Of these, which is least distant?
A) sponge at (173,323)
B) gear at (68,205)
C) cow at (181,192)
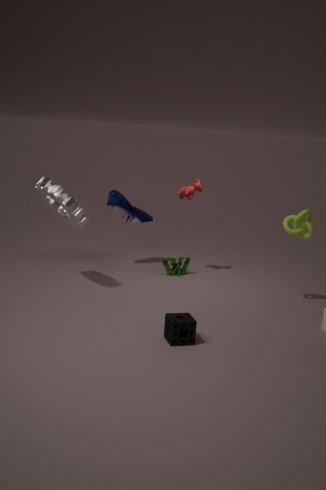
sponge at (173,323)
